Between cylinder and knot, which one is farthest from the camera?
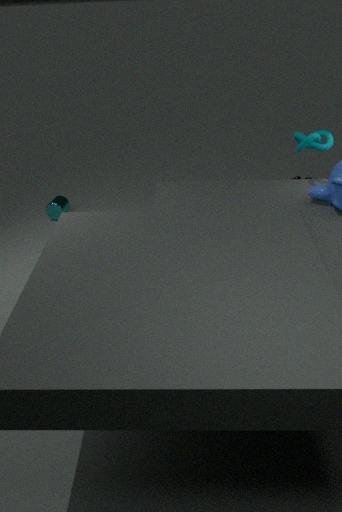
cylinder
